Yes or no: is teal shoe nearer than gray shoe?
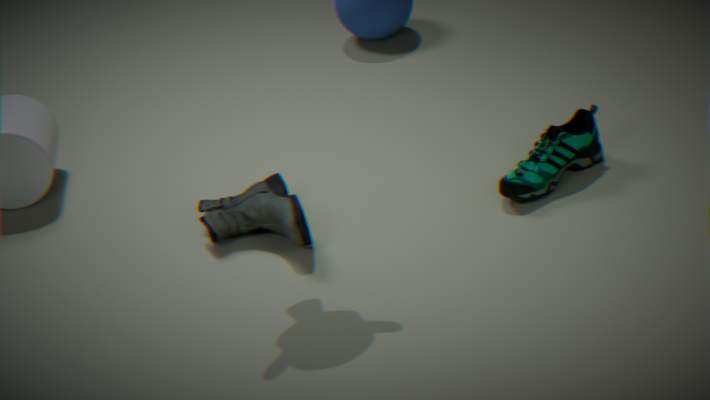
No
